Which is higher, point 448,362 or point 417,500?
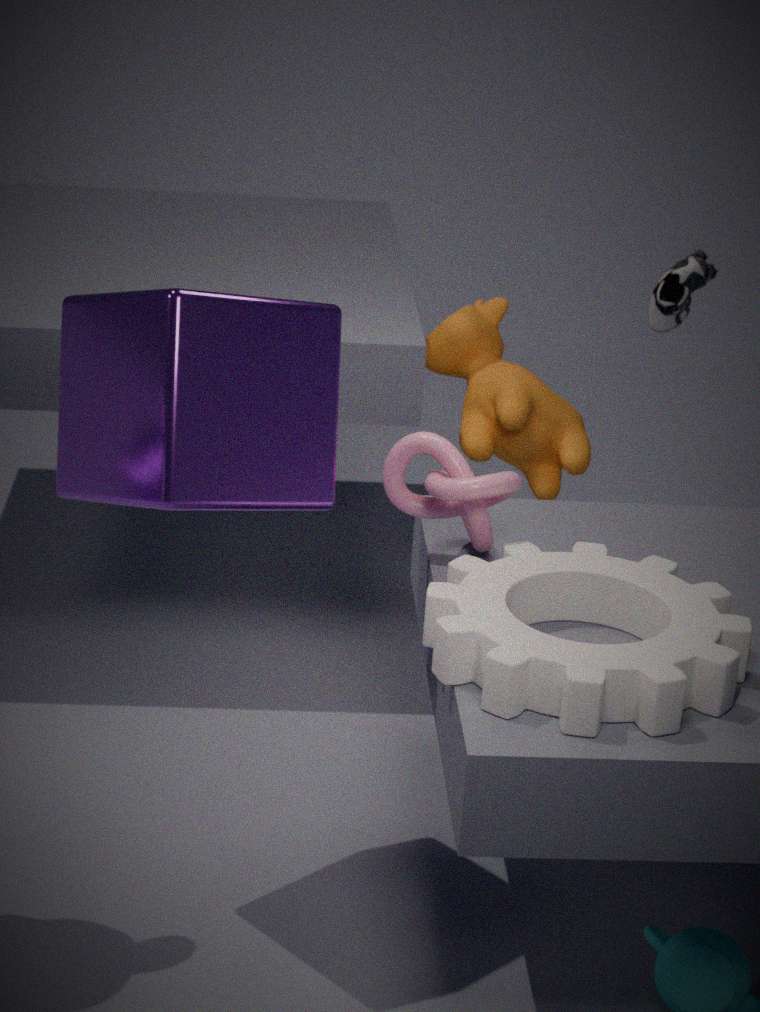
point 417,500
